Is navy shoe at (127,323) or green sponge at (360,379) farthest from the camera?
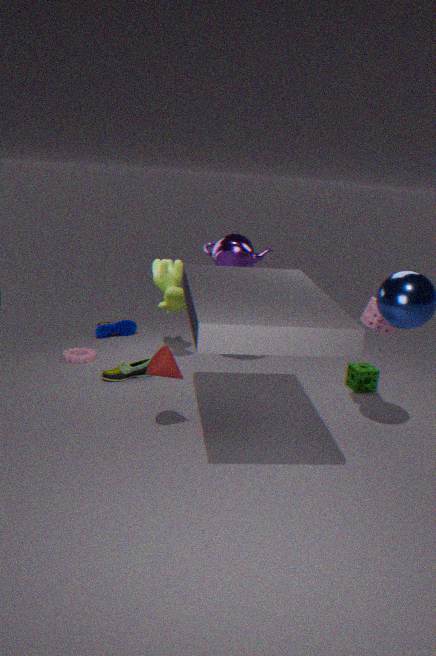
navy shoe at (127,323)
